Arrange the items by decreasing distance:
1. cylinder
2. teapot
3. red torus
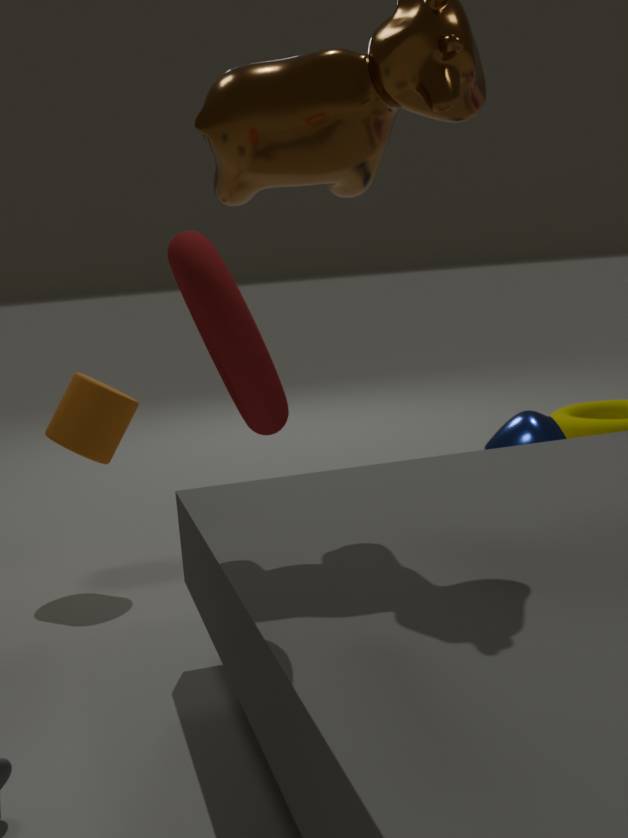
teapot → cylinder → red torus
